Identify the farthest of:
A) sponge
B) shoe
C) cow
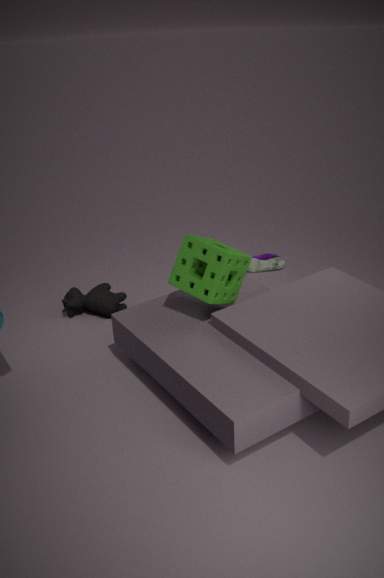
shoe
